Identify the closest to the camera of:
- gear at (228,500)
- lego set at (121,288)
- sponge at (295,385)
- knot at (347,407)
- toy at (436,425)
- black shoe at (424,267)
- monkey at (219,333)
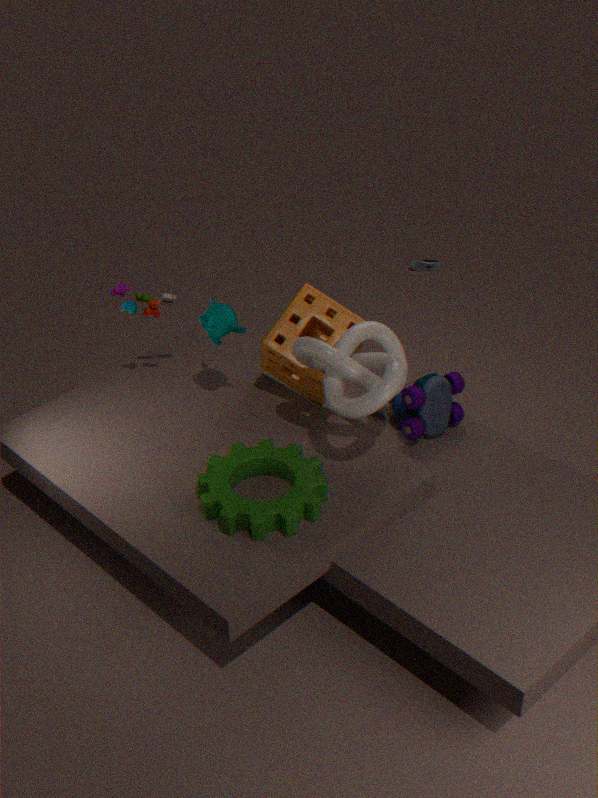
gear at (228,500)
